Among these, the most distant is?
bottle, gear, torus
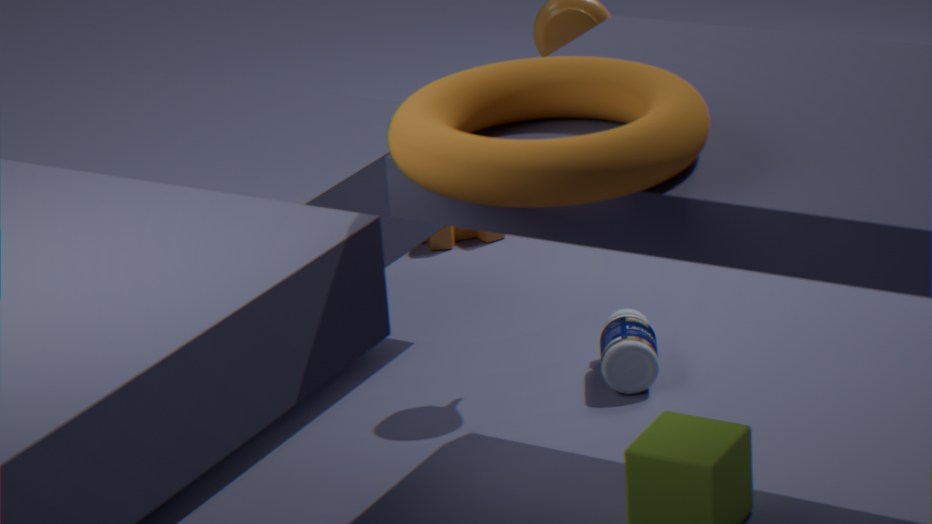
gear
